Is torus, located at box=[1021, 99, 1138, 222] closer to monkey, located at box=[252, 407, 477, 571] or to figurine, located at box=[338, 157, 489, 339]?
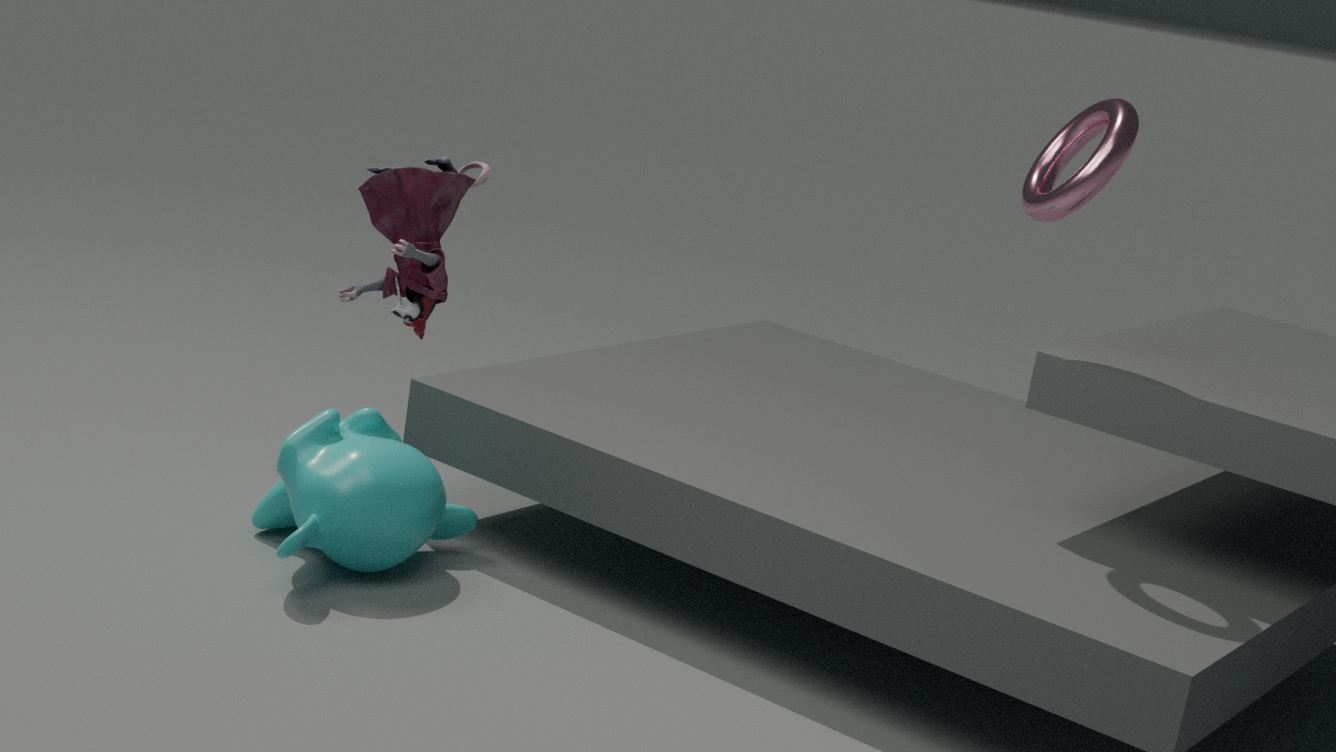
figurine, located at box=[338, 157, 489, 339]
